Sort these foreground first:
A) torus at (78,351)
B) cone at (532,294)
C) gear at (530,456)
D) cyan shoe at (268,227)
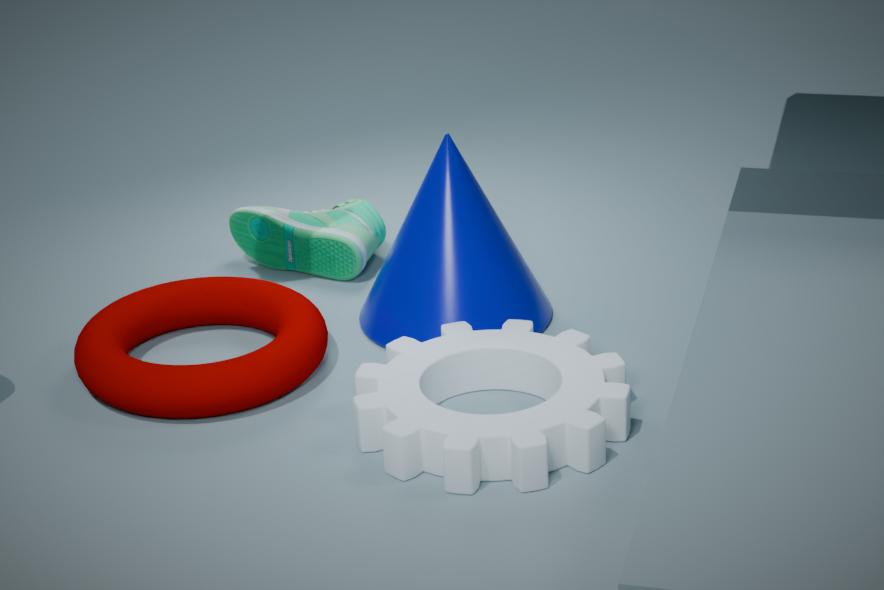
gear at (530,456) < torus at (78,351) < cone at (532,294) < cyan shoe at (268,227)
